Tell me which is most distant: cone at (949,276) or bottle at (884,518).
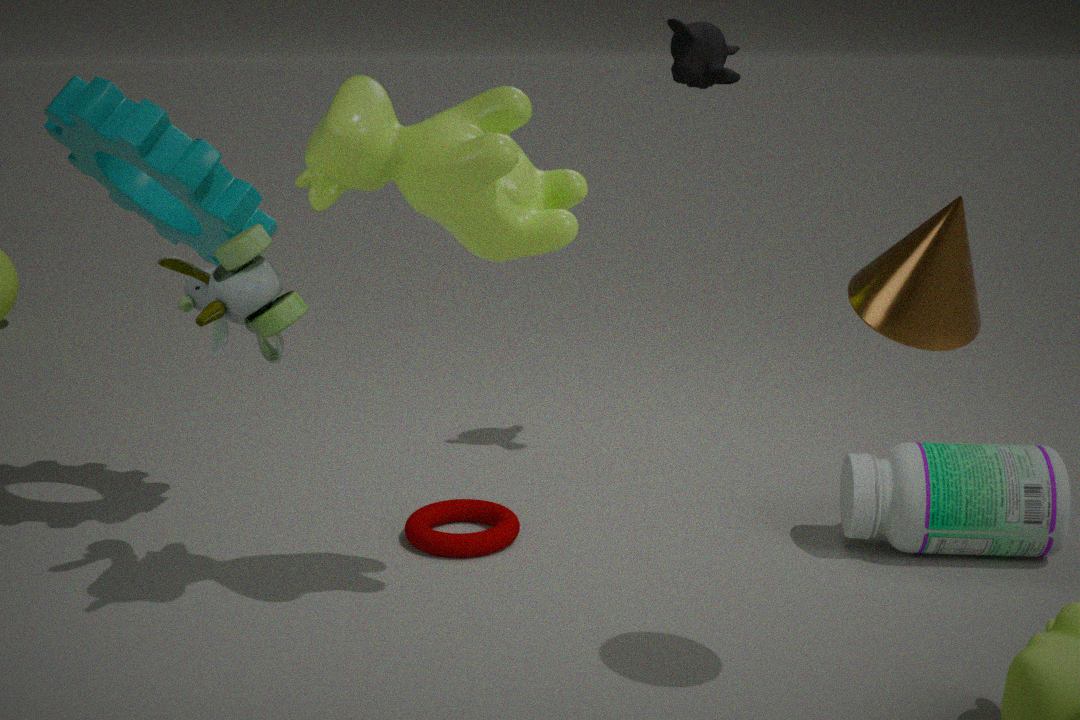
bottle at (884,518)
